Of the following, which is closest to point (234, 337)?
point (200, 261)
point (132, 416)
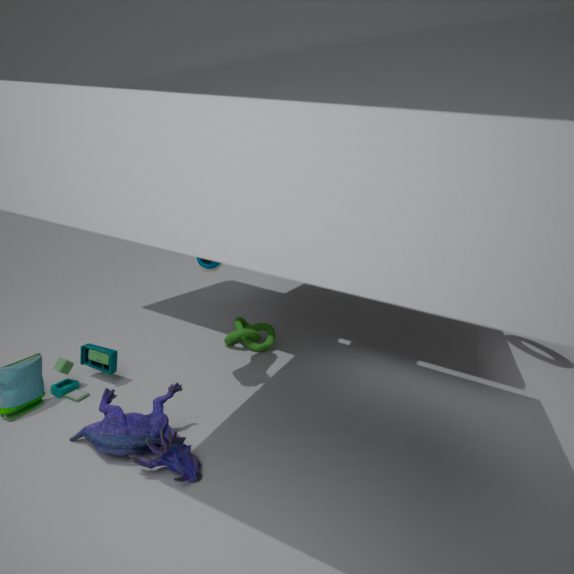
point (200, 261)
